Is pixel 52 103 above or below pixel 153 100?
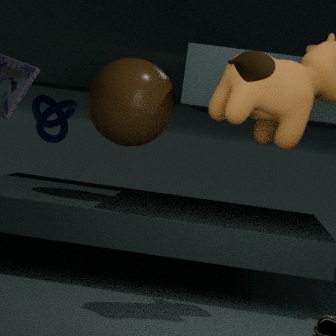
below
